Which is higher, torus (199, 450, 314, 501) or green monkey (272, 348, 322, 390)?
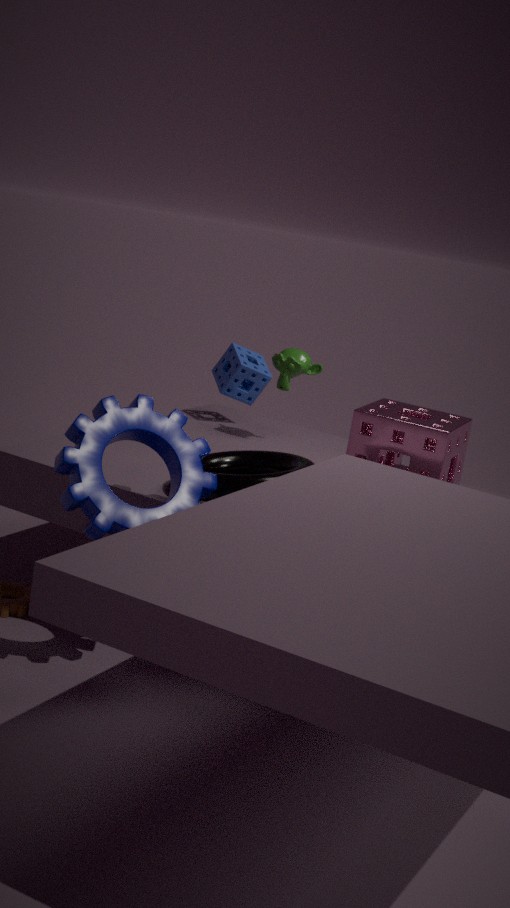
green monkey (272, 348, 322, 390)
